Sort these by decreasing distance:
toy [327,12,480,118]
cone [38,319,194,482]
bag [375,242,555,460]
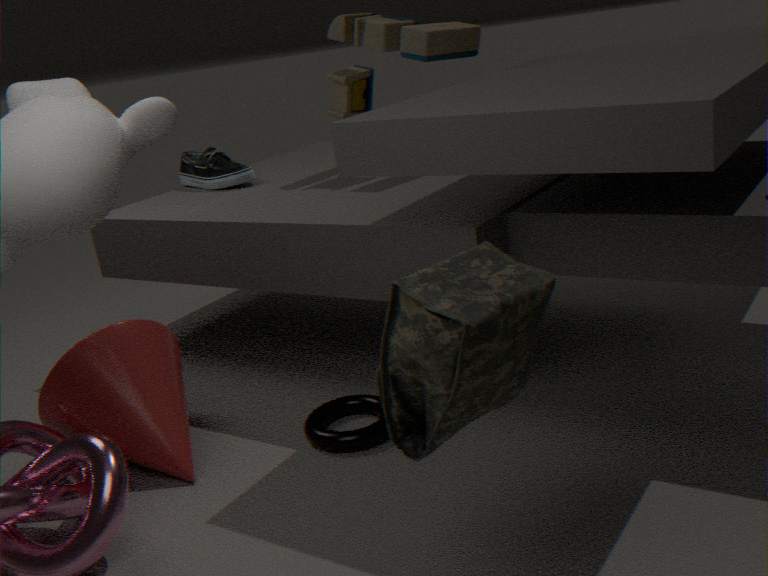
toy [327,12,480,118] → cone [38,319,194,482] → bag [375,242,555,460]
